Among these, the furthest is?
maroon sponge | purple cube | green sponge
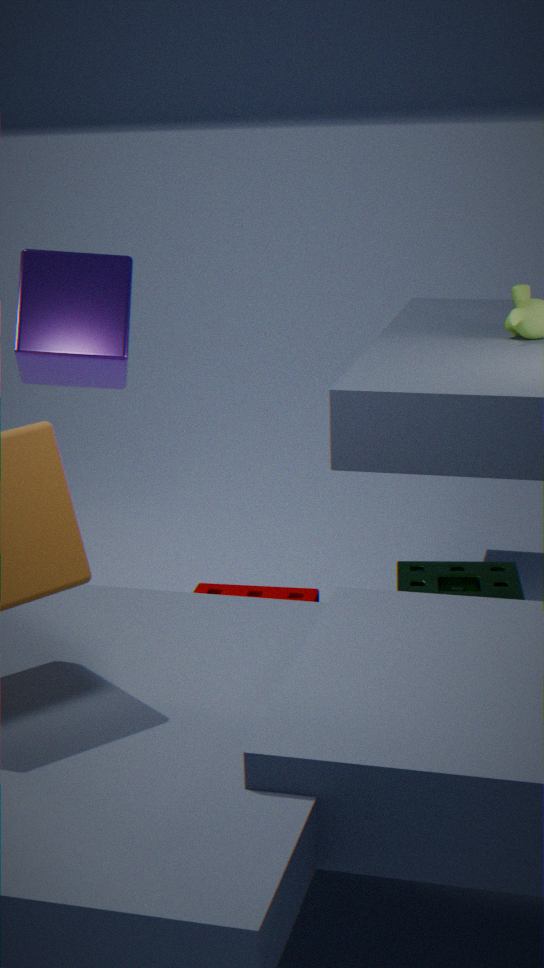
purple cube
